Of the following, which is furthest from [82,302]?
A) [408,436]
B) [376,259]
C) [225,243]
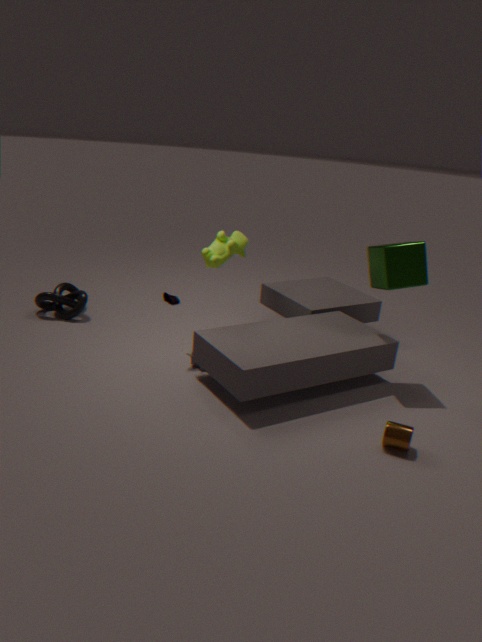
[408,436]
